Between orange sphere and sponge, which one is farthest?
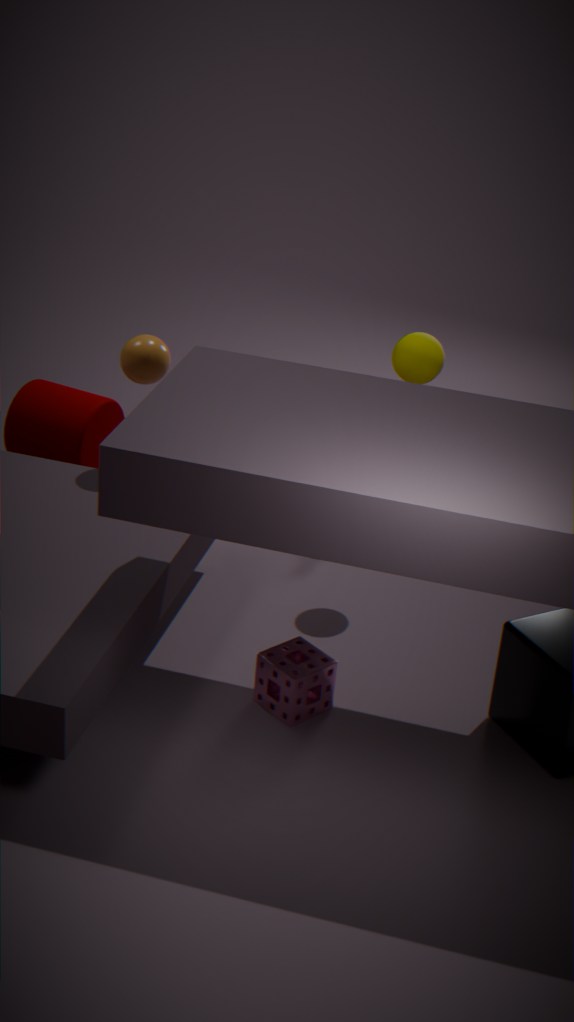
orange sphere
